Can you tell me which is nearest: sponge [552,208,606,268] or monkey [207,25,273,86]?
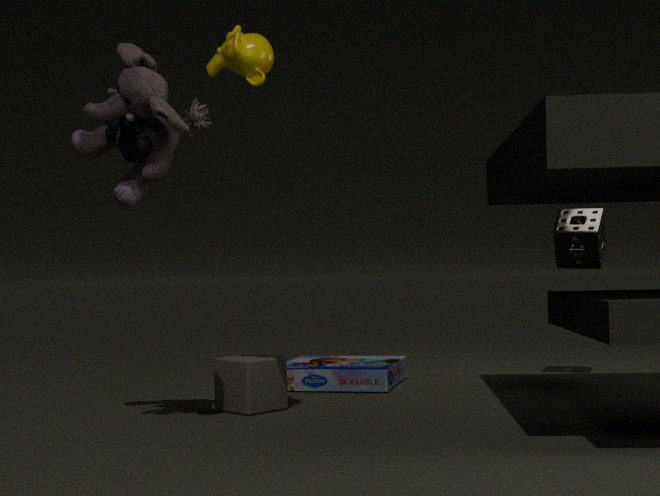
monkey [207,25,273,86]
